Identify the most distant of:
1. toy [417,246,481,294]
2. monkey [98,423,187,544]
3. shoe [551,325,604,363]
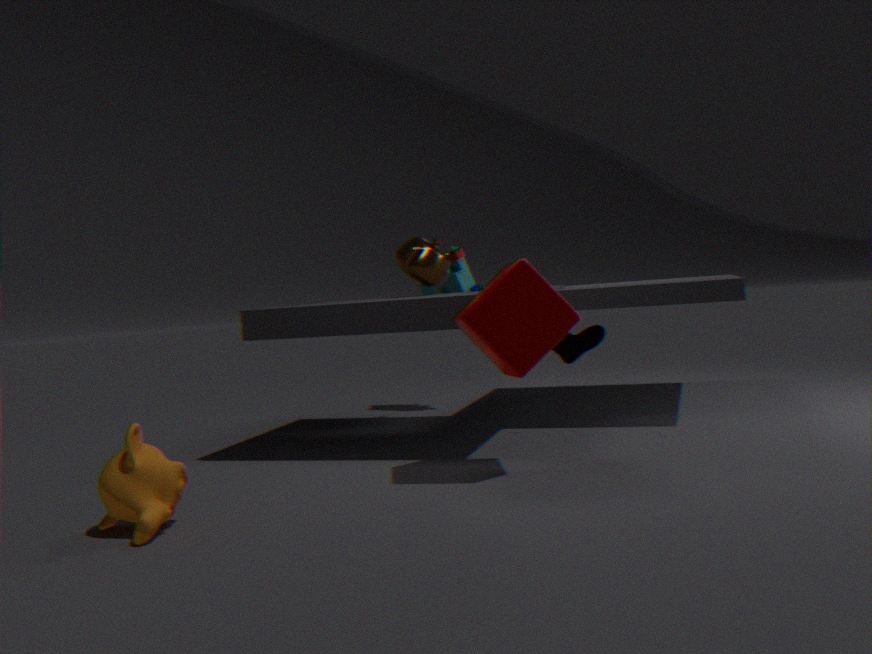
toy [417,246,481,294]
